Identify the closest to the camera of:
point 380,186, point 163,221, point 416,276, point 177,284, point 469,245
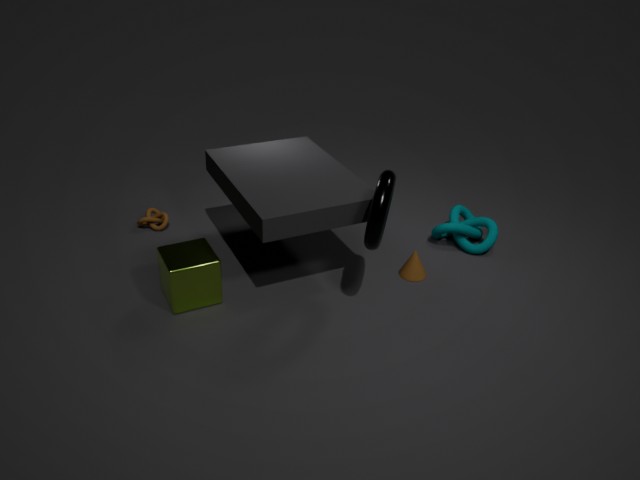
point 380,186
